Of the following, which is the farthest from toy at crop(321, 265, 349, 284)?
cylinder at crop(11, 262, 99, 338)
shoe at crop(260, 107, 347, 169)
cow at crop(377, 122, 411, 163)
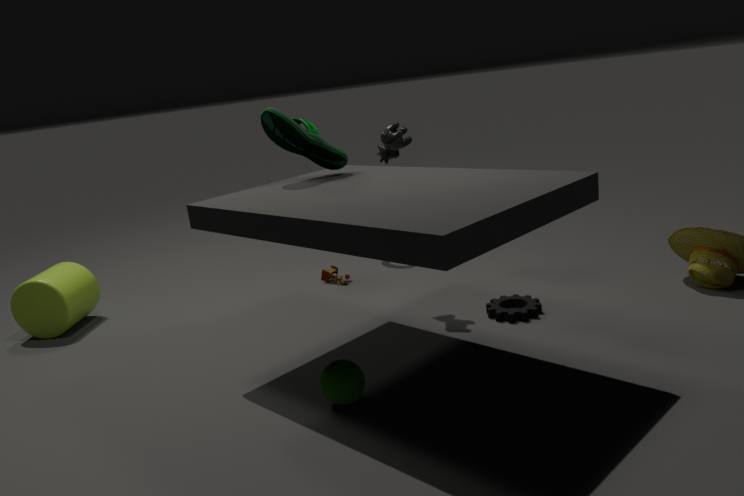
cylinder at crop(11, 262, 99, 338)
